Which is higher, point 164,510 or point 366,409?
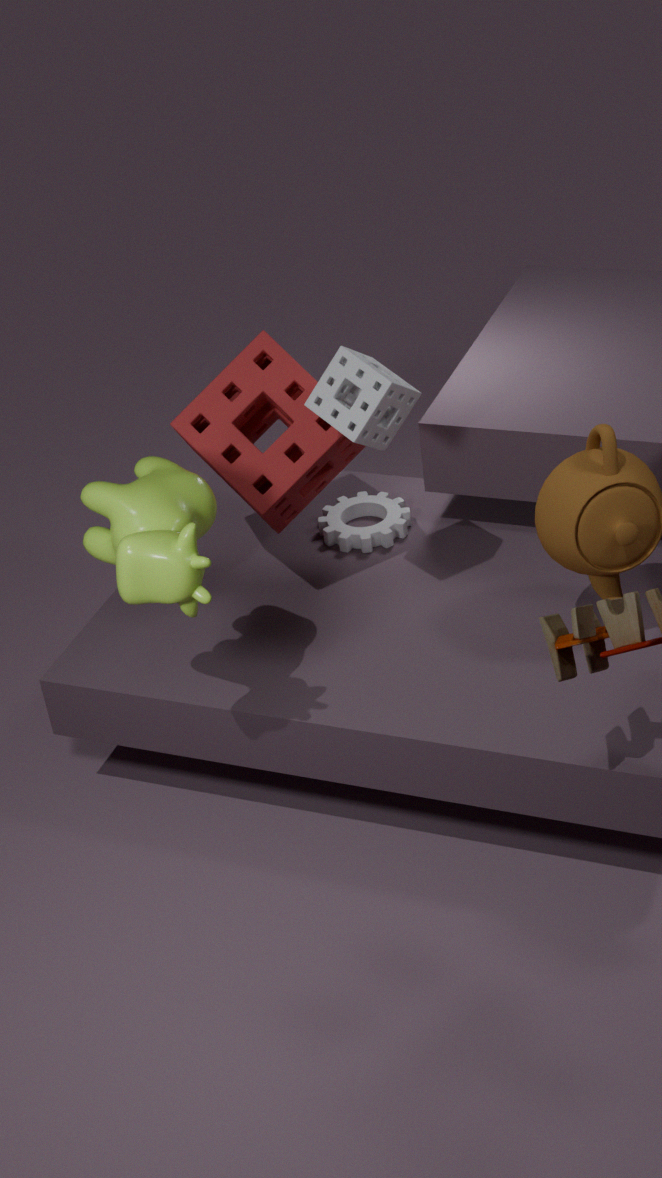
point 366,409
